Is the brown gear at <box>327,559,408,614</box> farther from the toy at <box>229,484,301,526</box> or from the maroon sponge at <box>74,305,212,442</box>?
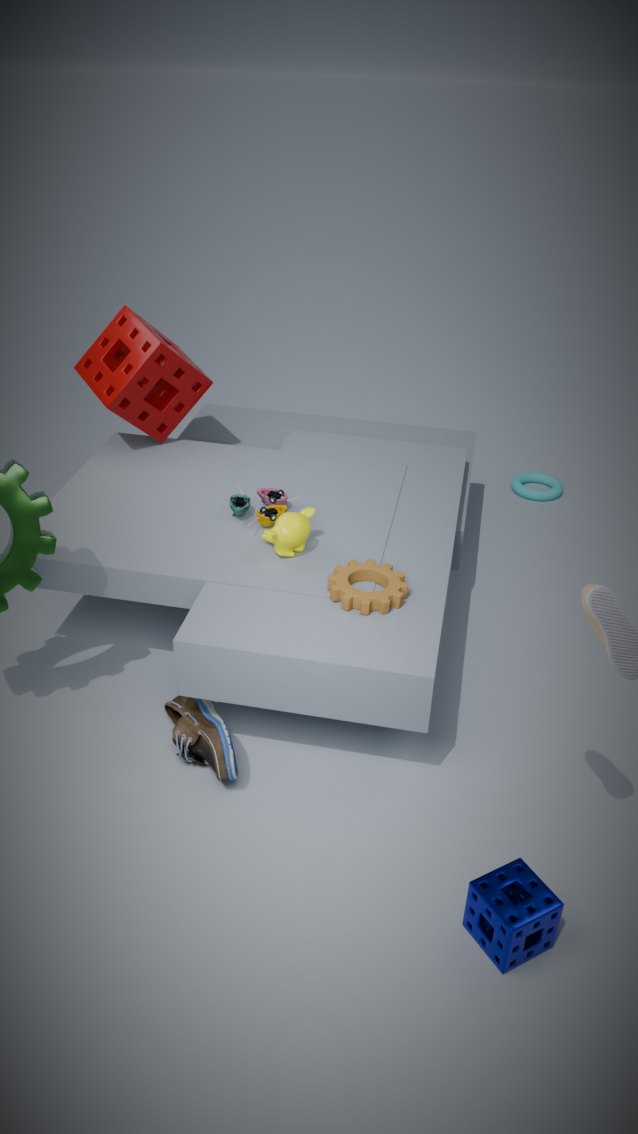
the maroon sponge at <box>74,305,212,442</box>
